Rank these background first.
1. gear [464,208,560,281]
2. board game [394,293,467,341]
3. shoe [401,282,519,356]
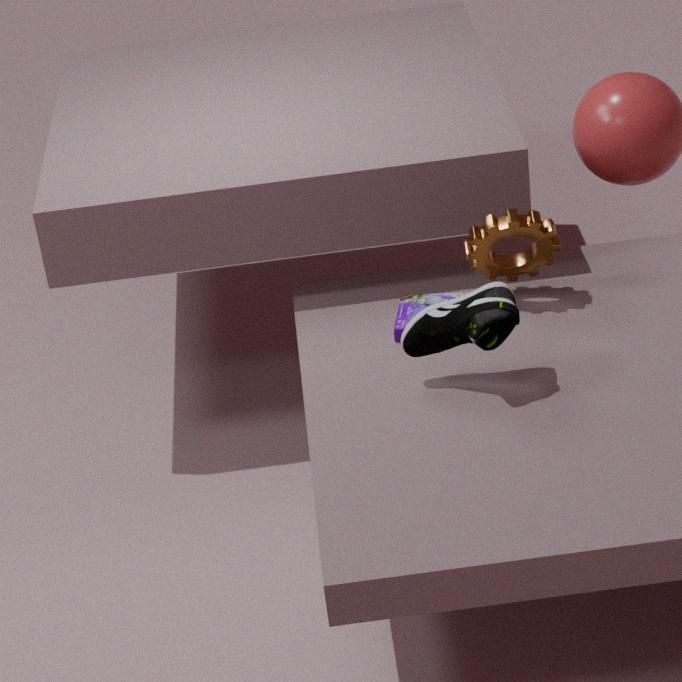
board game [394,293,467,341] < gear [464,208,560,281] < shoe [401,282,519,356]
